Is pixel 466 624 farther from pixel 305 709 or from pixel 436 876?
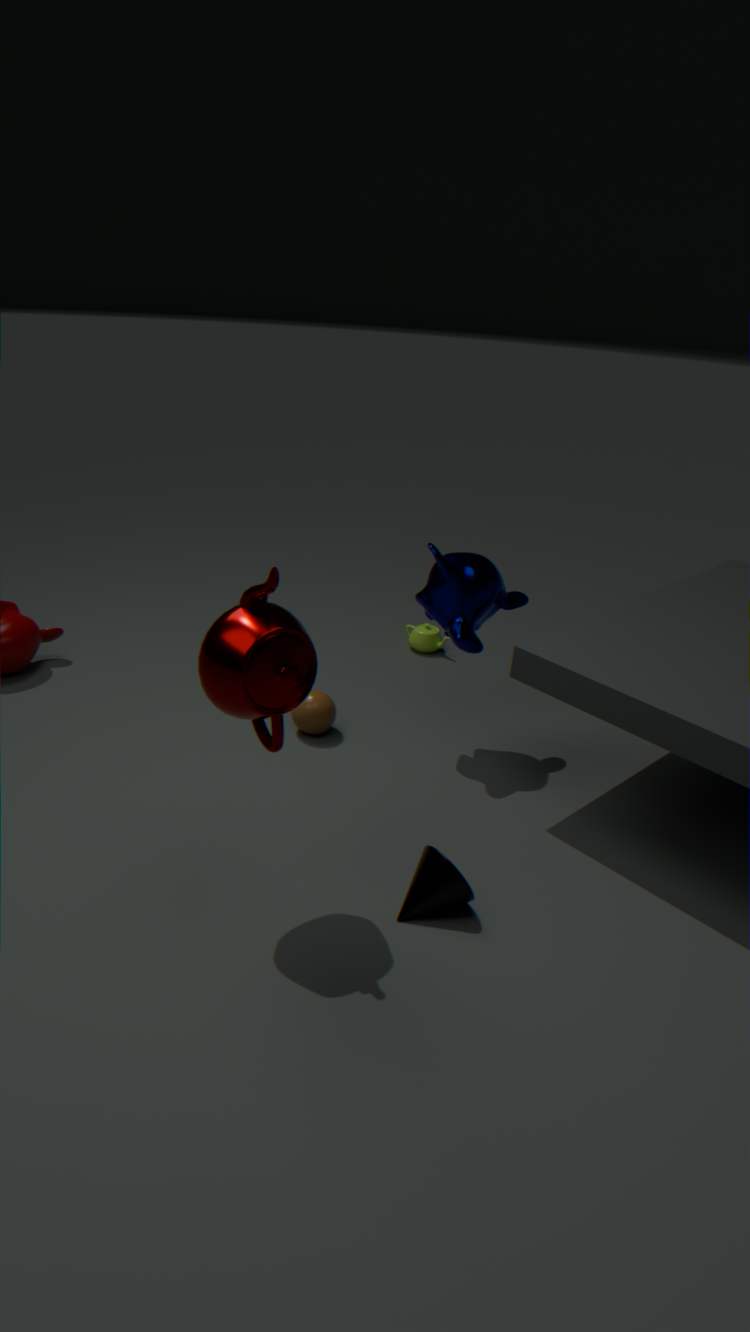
pixel 436 876
